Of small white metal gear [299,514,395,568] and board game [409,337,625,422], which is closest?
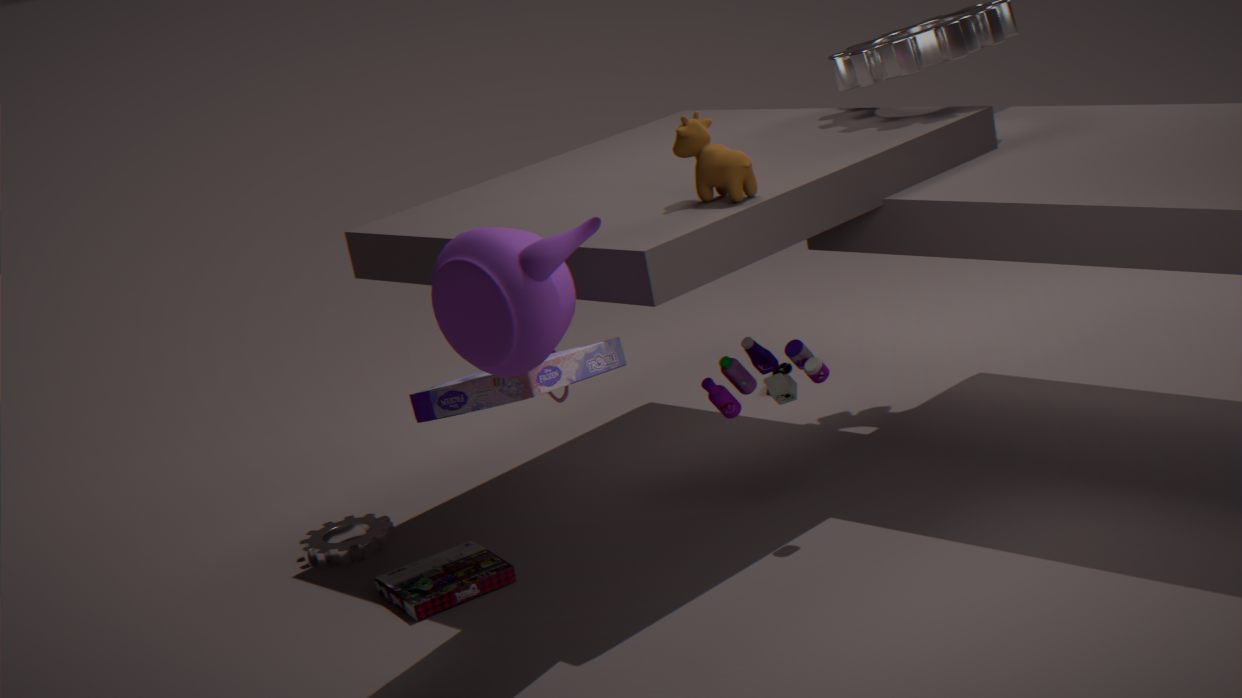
board game [409,337,625,422]
